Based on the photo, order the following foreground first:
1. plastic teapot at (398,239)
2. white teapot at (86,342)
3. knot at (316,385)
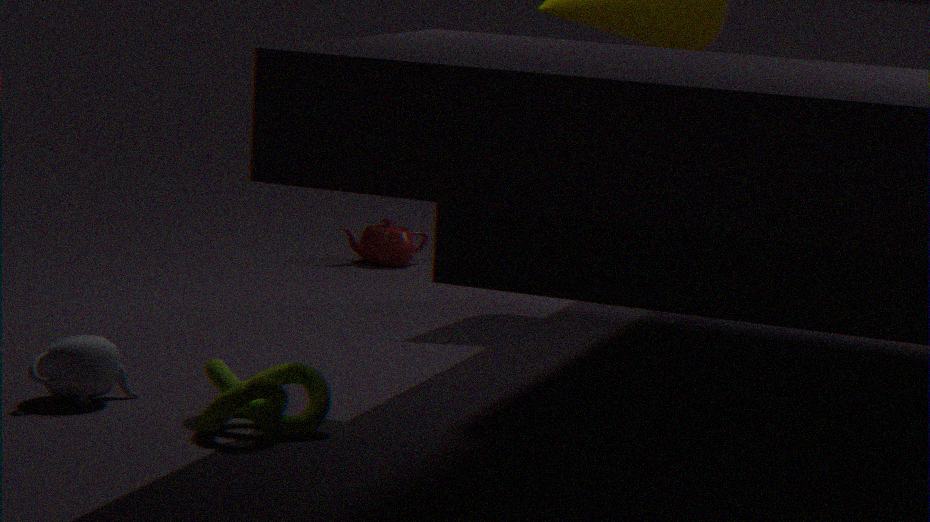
knot at (316,385)
white teapot at (86,342)
plastic teapot at (398,239)
